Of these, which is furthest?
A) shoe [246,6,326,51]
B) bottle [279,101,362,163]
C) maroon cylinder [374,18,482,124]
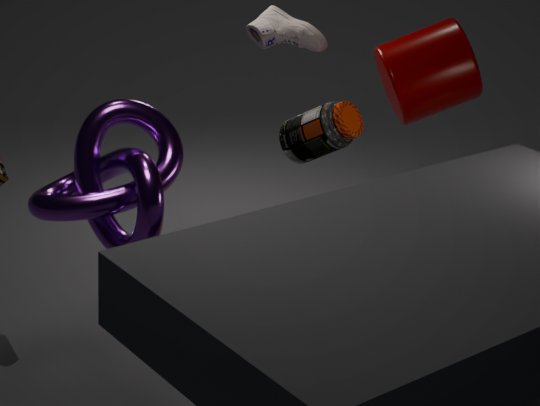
A. shoe [246,6,326,51]
